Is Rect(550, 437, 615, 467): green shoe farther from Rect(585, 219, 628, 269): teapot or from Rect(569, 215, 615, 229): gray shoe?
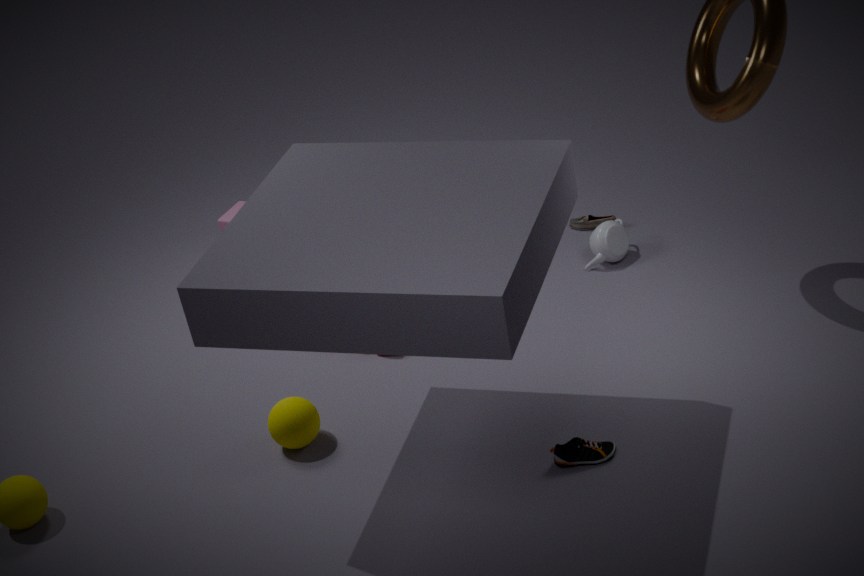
Rect(569, 215, 615, 229): gray shoe
